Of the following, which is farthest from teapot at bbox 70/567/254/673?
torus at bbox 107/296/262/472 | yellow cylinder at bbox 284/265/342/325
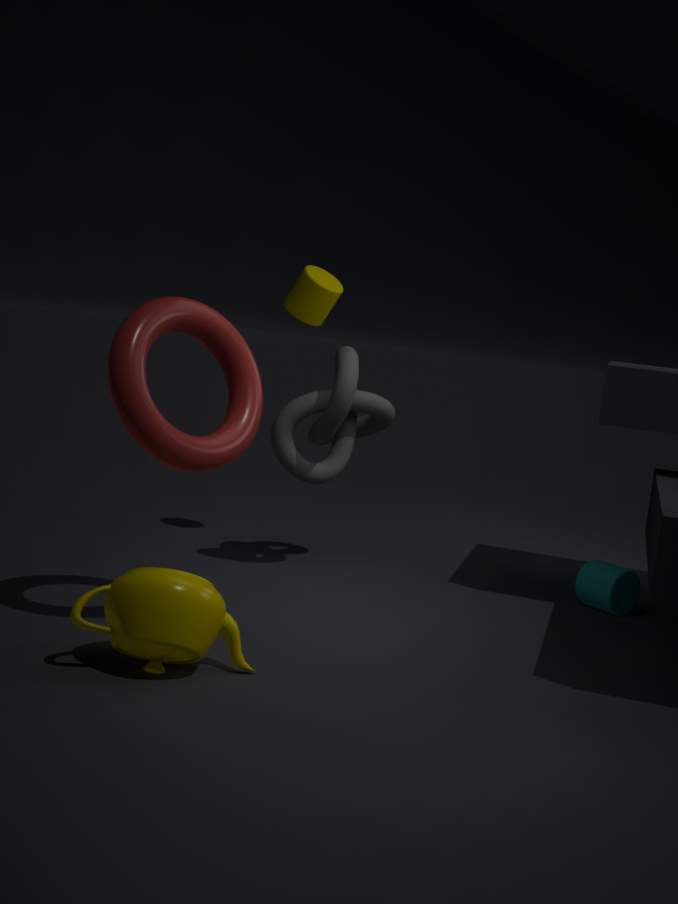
yellow cylinder at bbox 284/265/342/325
